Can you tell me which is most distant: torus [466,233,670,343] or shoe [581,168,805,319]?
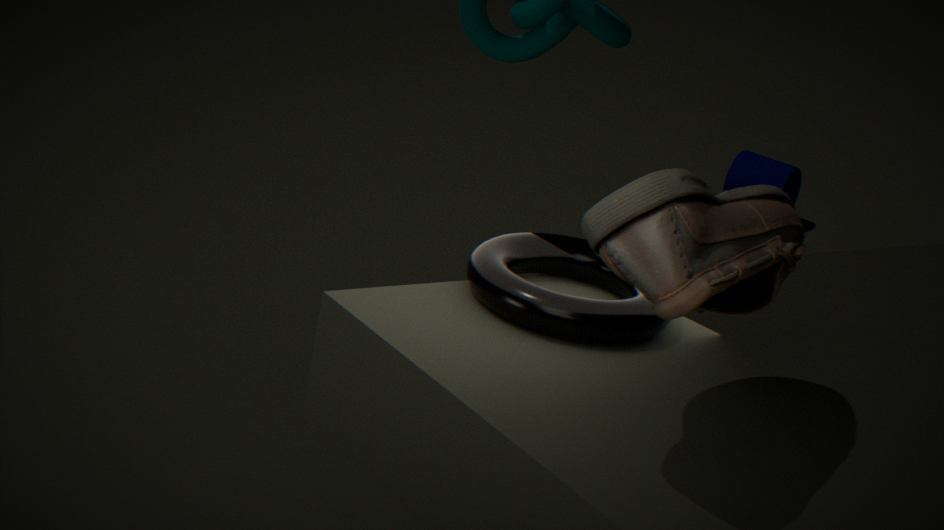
torus [466,233,670,343]
